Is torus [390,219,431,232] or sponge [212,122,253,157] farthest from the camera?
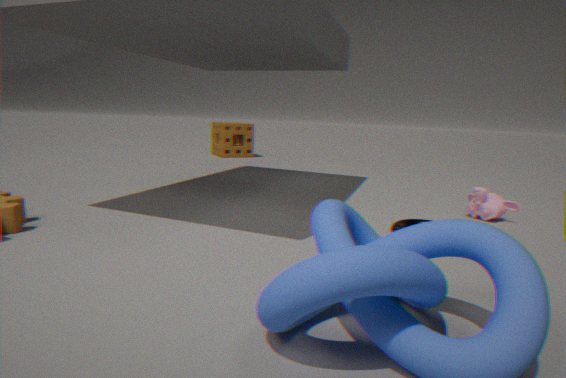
sponge [212,122,253,157]
